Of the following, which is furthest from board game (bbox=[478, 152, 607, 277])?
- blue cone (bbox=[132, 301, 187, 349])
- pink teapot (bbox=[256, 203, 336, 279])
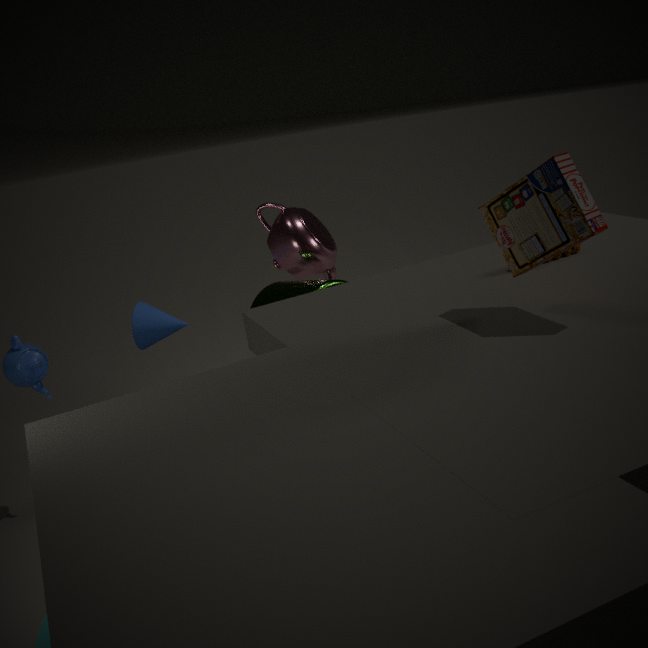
blue cone (bbox=[132, 301, 187, 349])
